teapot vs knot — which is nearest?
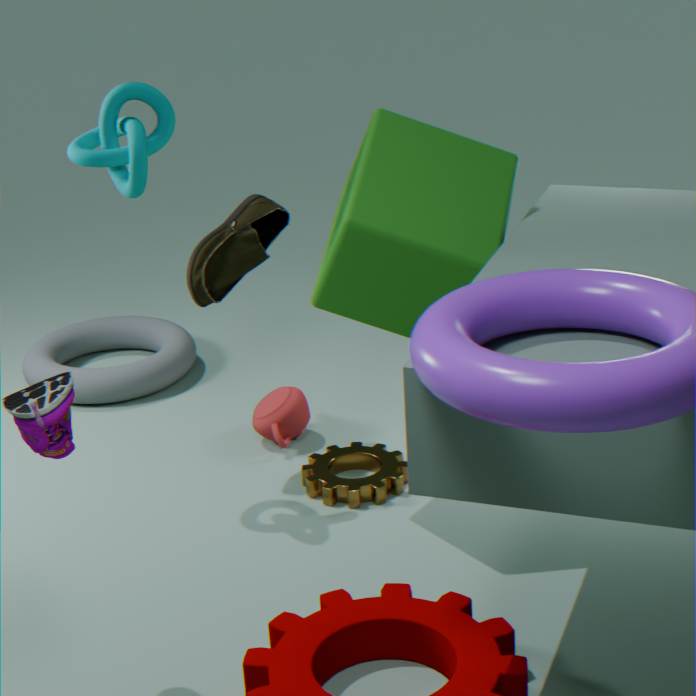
knot
